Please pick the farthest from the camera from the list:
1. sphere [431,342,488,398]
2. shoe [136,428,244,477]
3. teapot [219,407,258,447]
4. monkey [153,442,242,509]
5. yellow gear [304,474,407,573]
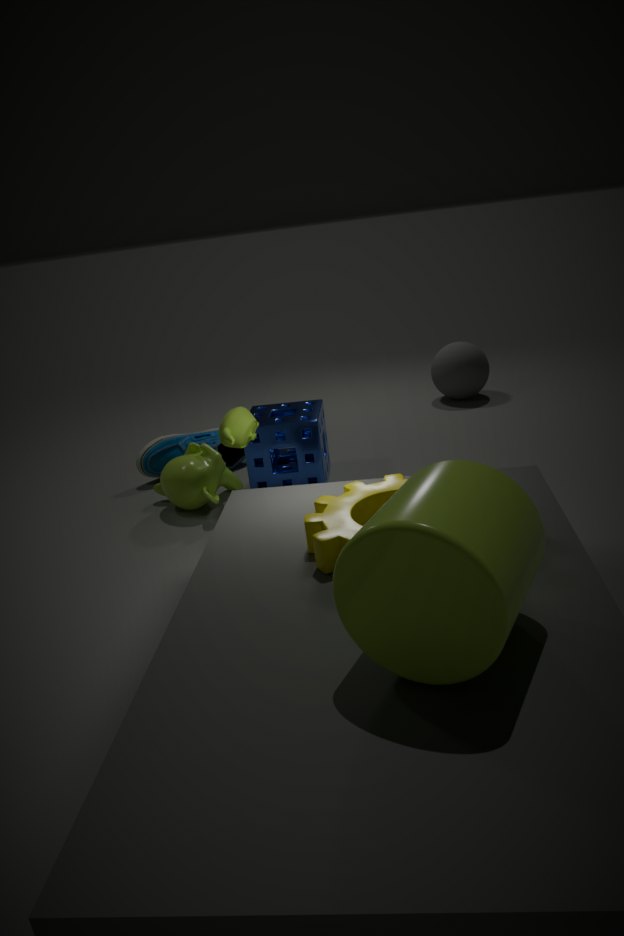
sphere [431,342,488,398]
